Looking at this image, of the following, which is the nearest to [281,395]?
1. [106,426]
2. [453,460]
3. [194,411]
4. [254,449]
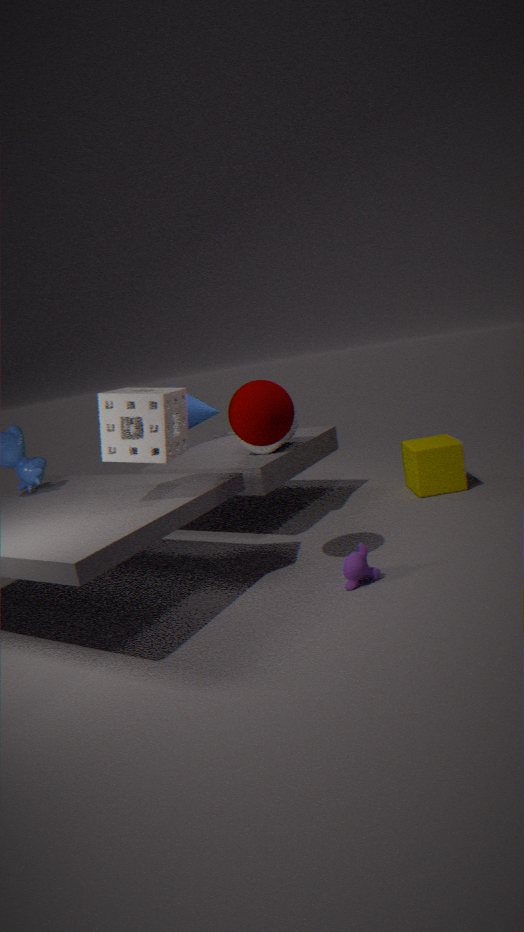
[106,426]
